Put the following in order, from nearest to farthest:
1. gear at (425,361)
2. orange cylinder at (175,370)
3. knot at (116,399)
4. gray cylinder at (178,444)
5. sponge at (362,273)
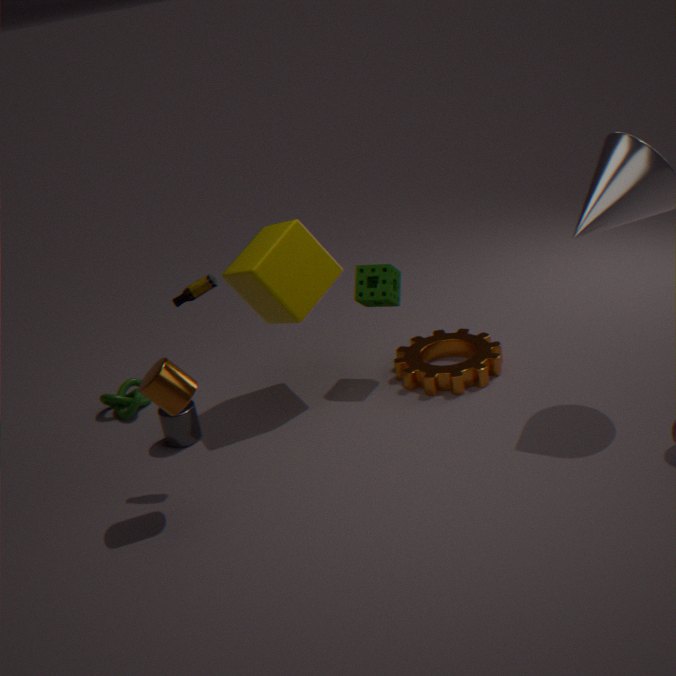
1. orange cylinder at (175,370)
2. gray cylinder at (178,444)
3. gear at (425,361)
4. sponge at (362,273)
5. knot at (116,399)
